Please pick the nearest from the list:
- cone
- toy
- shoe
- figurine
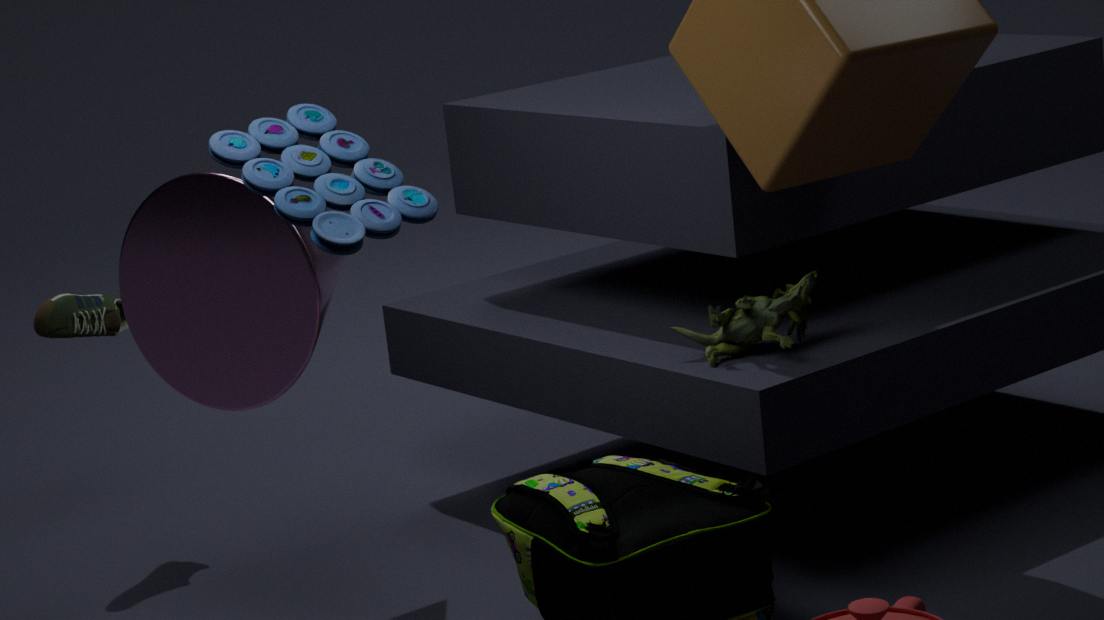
toy
